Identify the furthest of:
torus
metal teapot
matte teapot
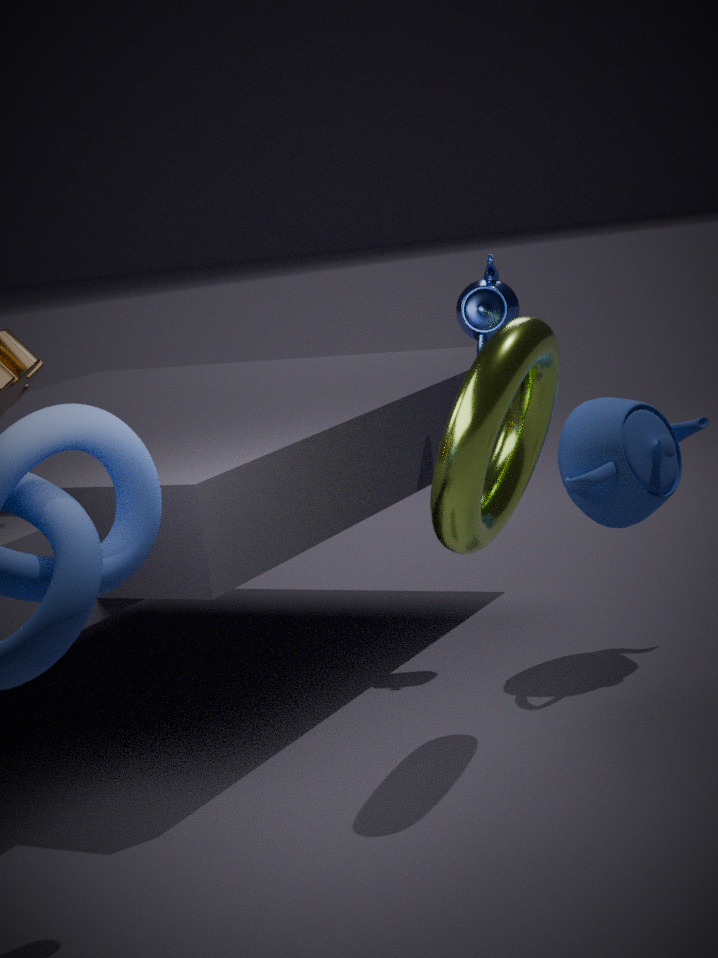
metal teapot
